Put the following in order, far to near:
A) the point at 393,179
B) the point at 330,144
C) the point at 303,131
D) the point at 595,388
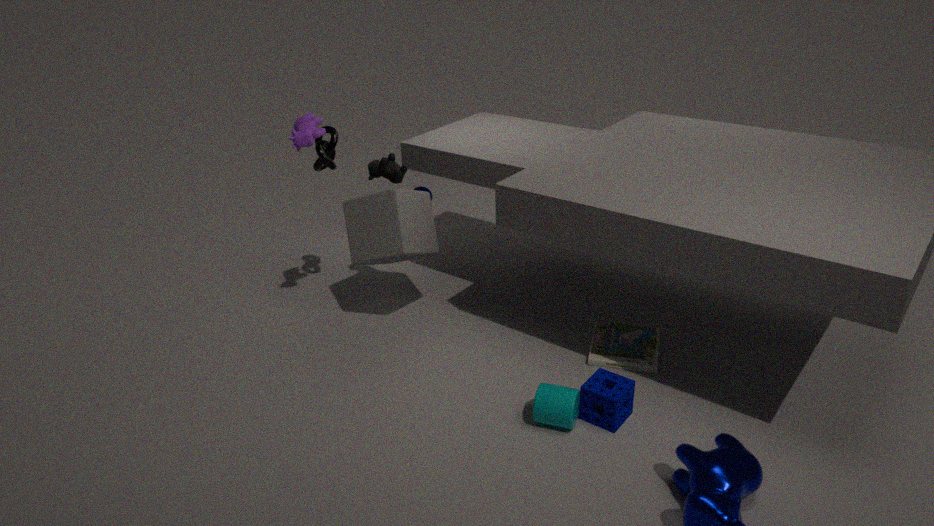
1. the point at 330,144
2. the point at 393,179
3. the point at 303,131
4. the point at 595,388
